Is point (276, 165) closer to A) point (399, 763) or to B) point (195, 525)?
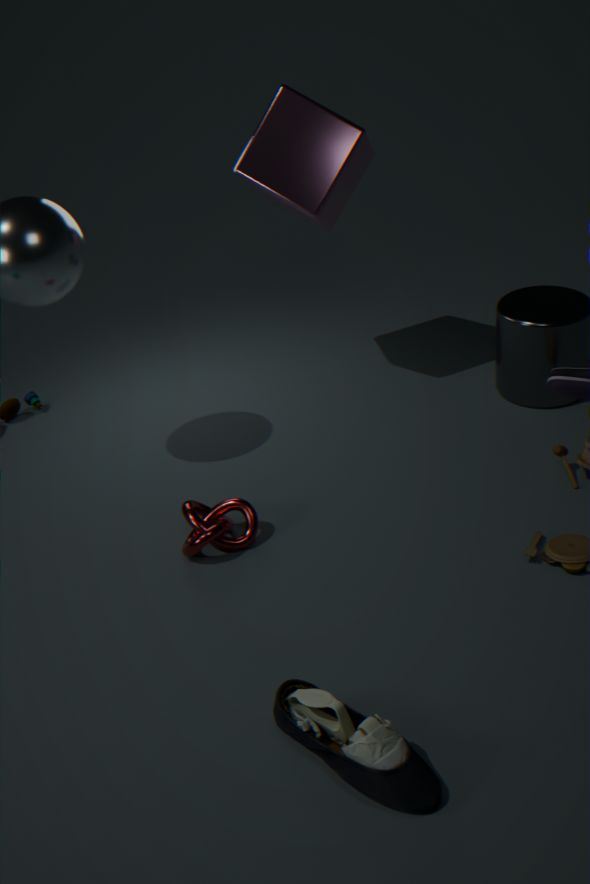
B) point (195, 525)
